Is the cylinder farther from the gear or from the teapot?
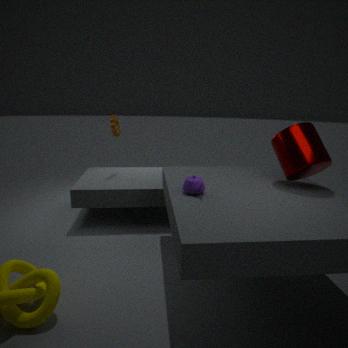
the gear
